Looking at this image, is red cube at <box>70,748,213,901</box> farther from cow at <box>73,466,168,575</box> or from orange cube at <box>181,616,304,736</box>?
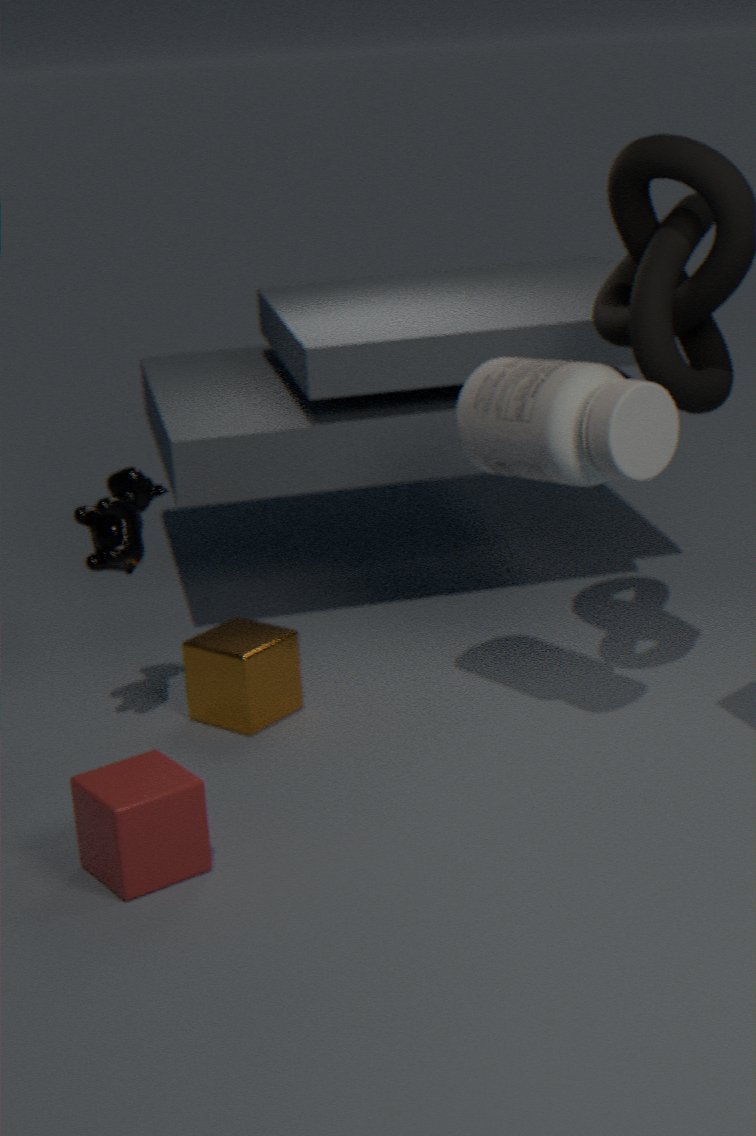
cow at <box>73,466,168,575</box>
